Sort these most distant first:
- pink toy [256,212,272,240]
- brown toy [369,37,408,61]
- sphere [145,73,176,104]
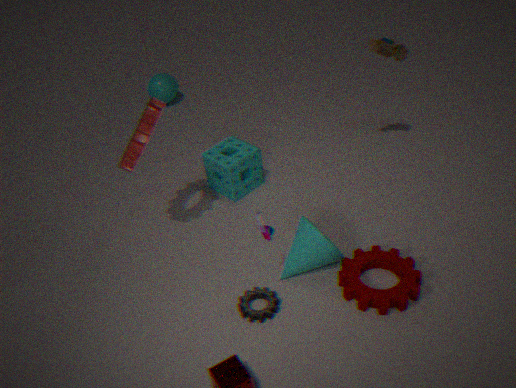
sphere [145,73,176,104], brown toy [369,37,408,61], pink toy [256,212,272,240]
